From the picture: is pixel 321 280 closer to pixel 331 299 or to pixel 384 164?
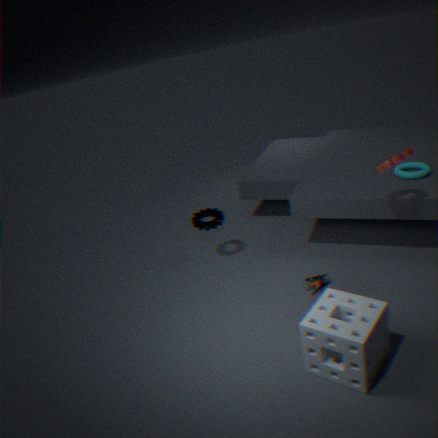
pixel 331 299
